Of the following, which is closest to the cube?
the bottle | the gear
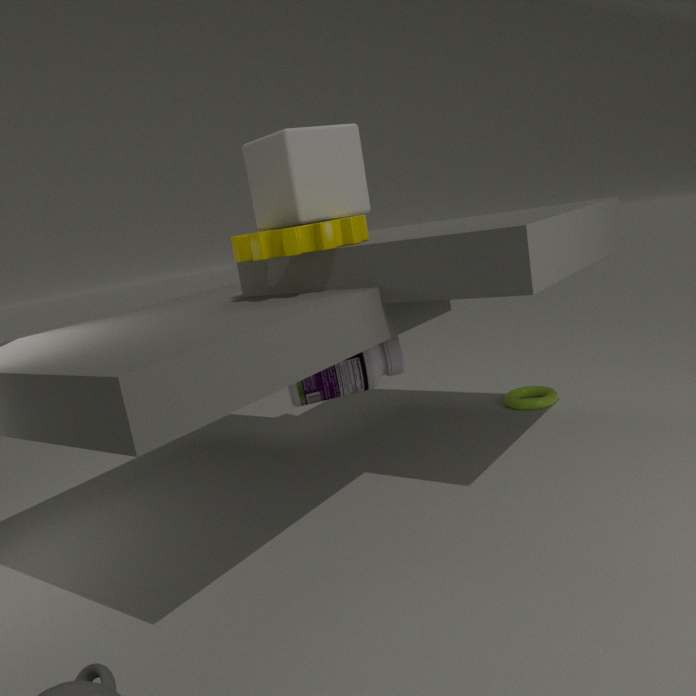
the gear
